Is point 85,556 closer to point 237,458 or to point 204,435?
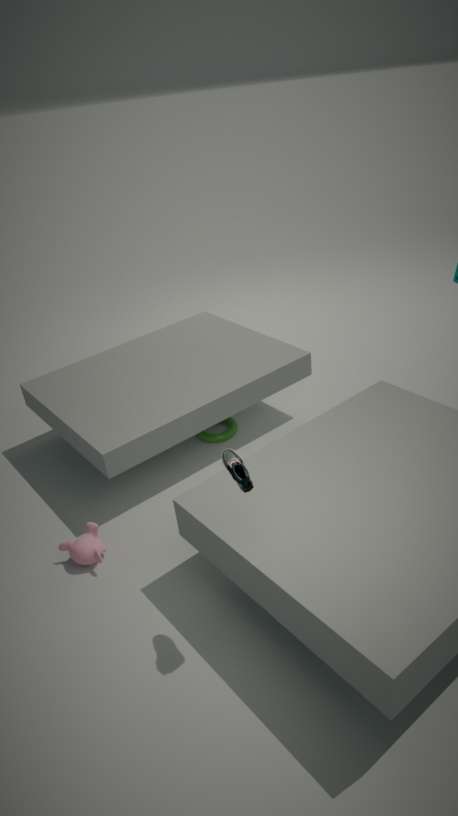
point 237,458
